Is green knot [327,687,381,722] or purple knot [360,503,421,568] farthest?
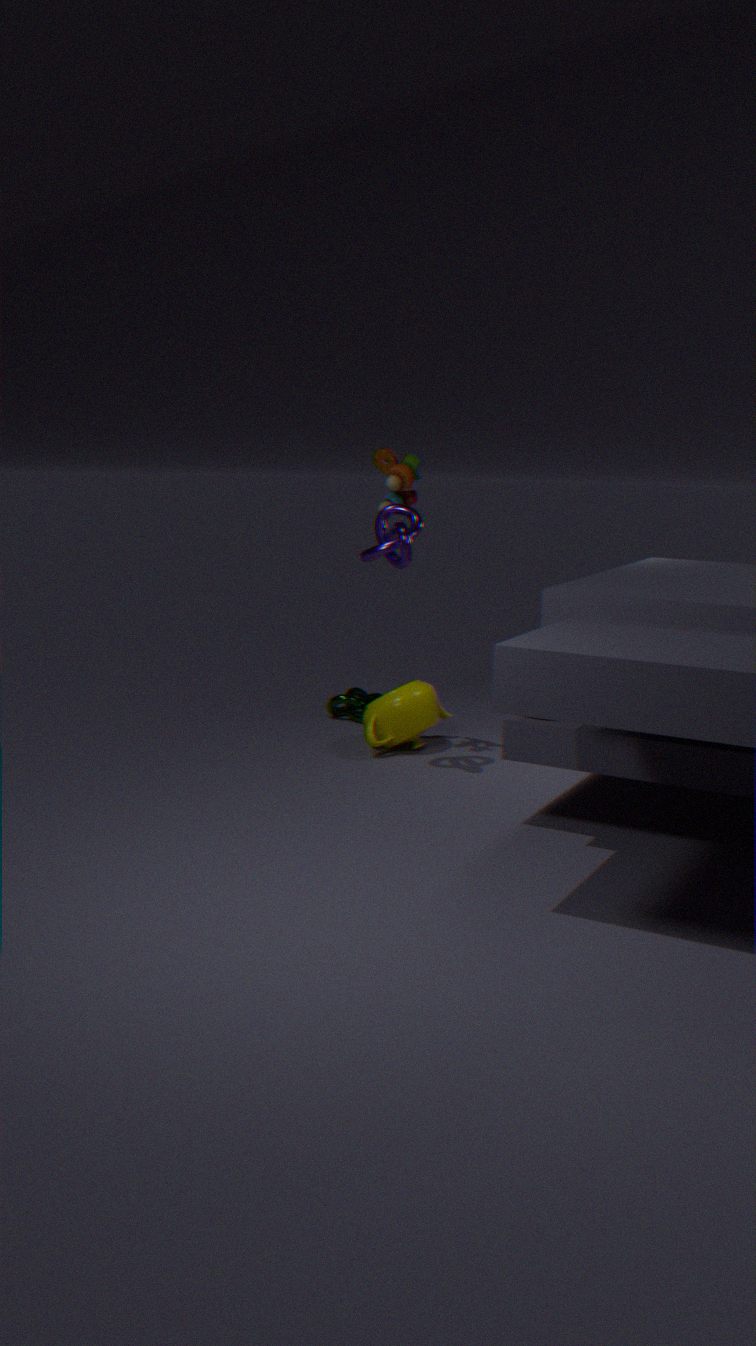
green knot [327,687,381,722]
